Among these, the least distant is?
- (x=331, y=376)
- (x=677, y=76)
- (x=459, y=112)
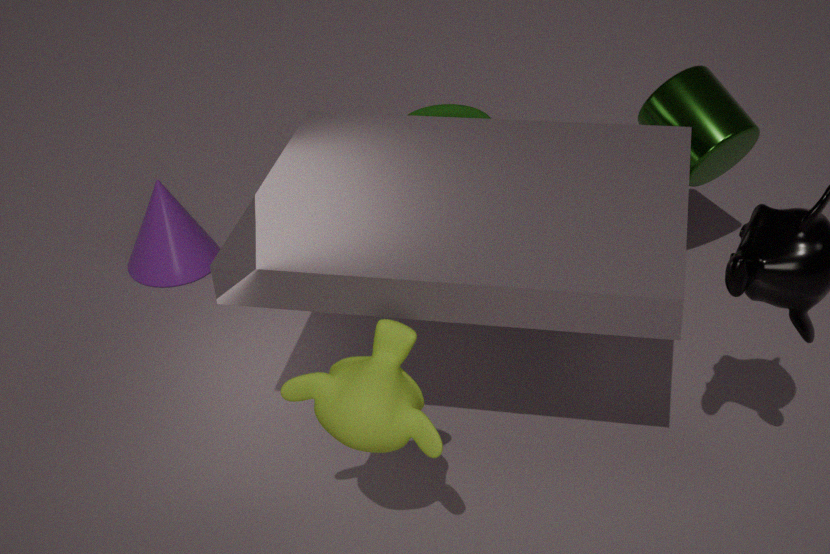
(x=331, y=376)
